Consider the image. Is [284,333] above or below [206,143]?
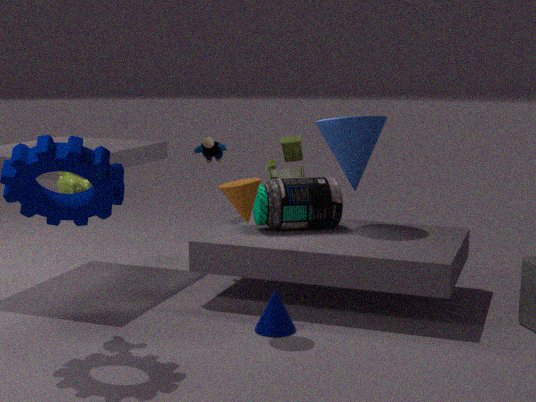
below
